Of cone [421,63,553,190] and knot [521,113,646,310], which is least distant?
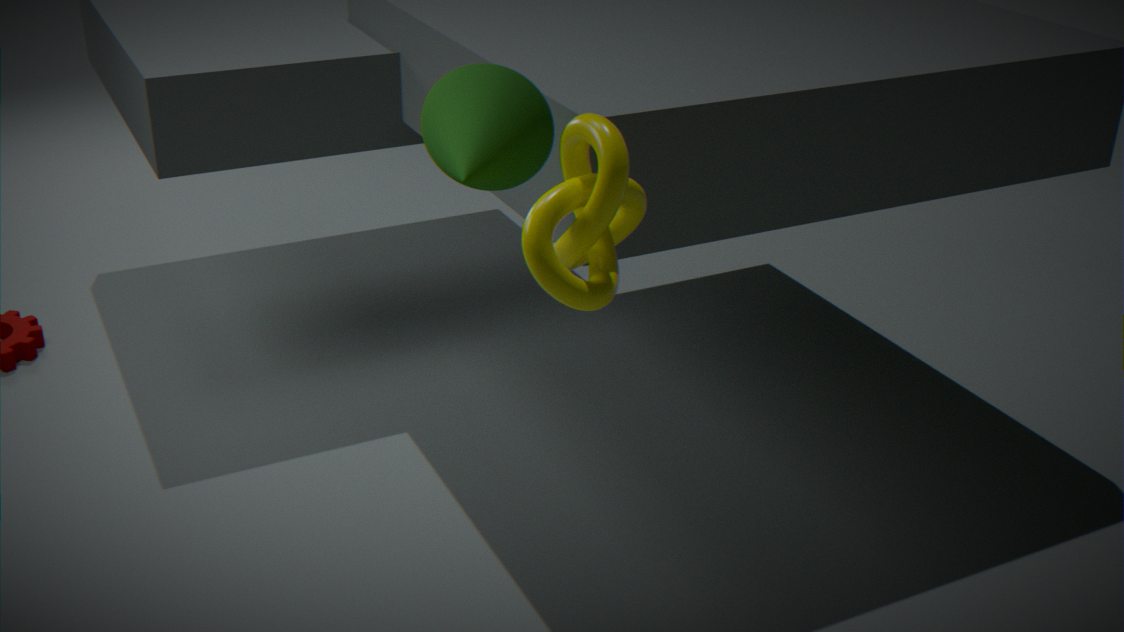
knot [521,113,646,310]
